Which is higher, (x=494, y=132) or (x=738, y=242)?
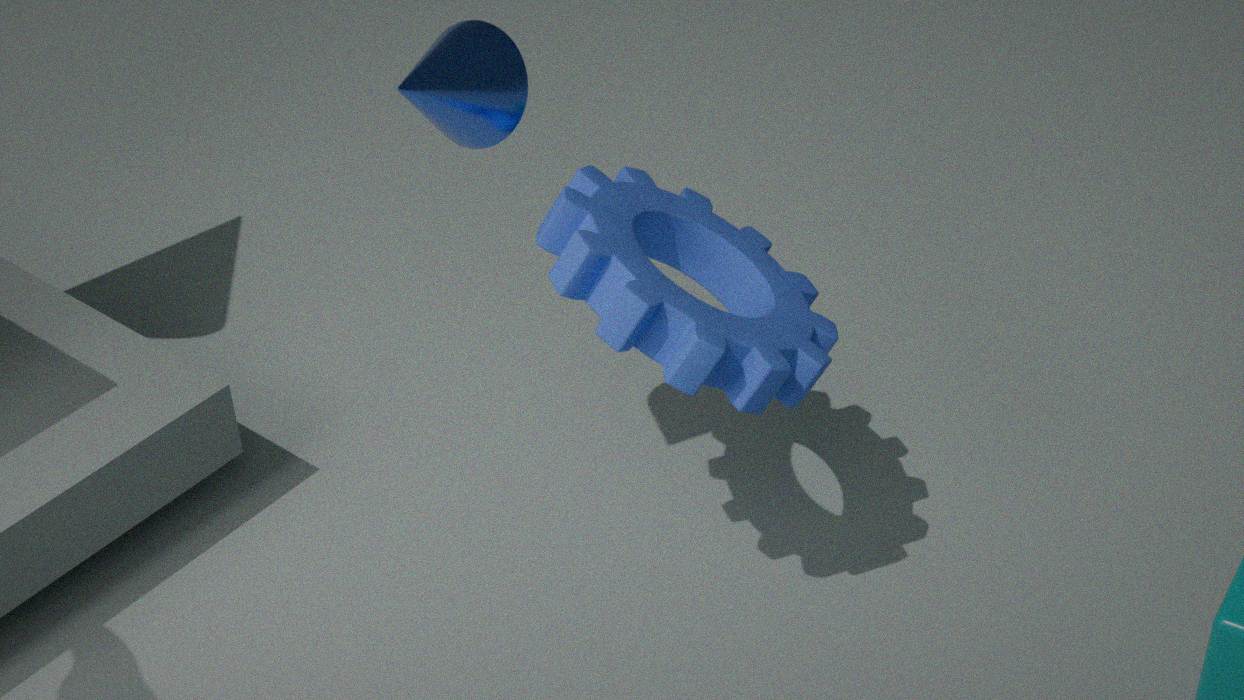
(x=494, y=132)
